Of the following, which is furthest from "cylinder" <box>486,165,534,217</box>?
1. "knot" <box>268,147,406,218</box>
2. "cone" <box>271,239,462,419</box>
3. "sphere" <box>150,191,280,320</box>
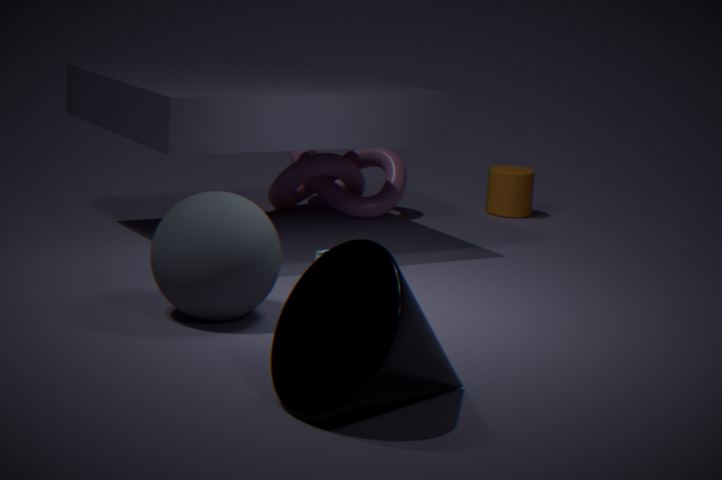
"cone" <box>271,239,462,419</box>
